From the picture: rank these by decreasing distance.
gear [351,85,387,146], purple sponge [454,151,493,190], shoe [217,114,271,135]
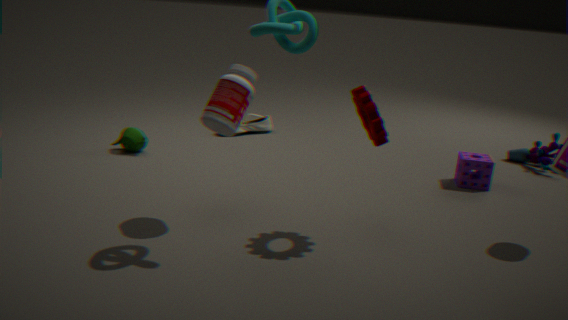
1. shoe [217,114,271,135]
2. purple sponge [454,151,493,190]
3. gear [351,85,387,146]
